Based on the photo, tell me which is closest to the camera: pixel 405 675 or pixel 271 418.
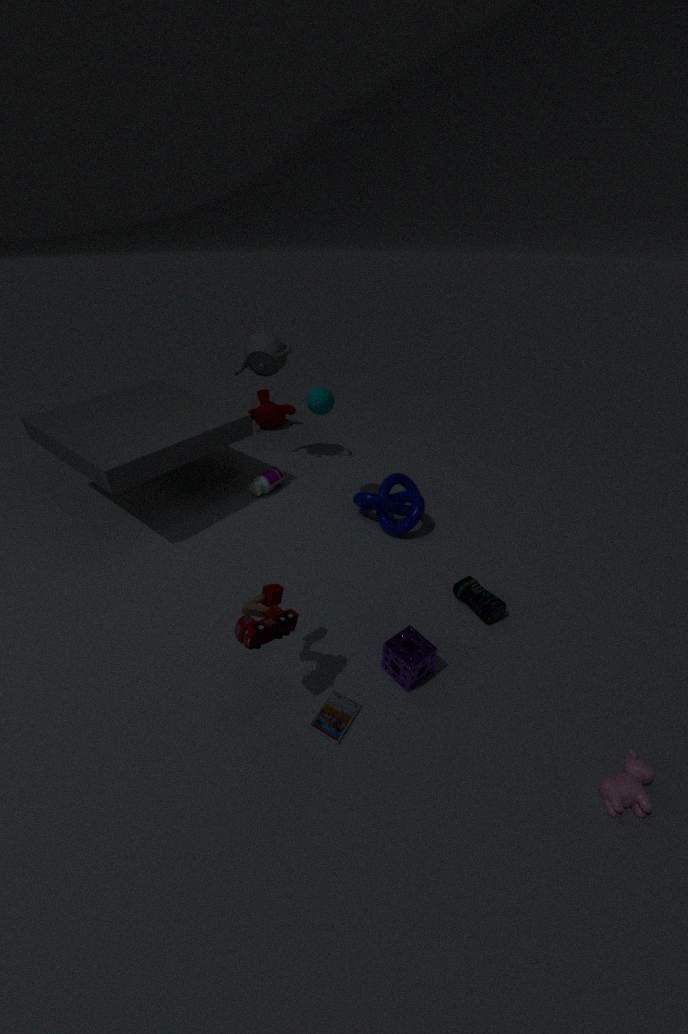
pixel 405 675
